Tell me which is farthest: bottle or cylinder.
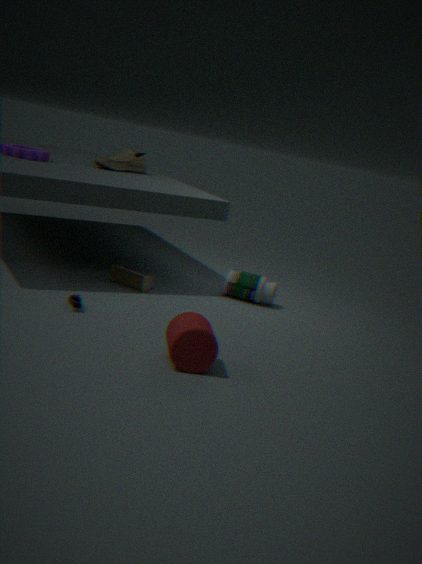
bottle
